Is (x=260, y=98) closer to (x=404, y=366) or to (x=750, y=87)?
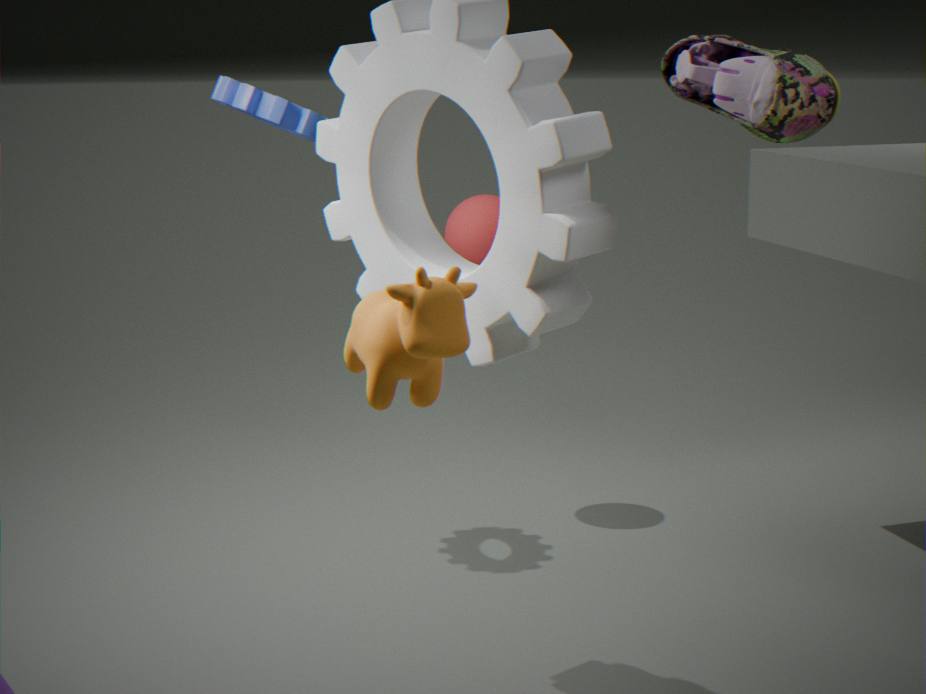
(x=404, y=366)
